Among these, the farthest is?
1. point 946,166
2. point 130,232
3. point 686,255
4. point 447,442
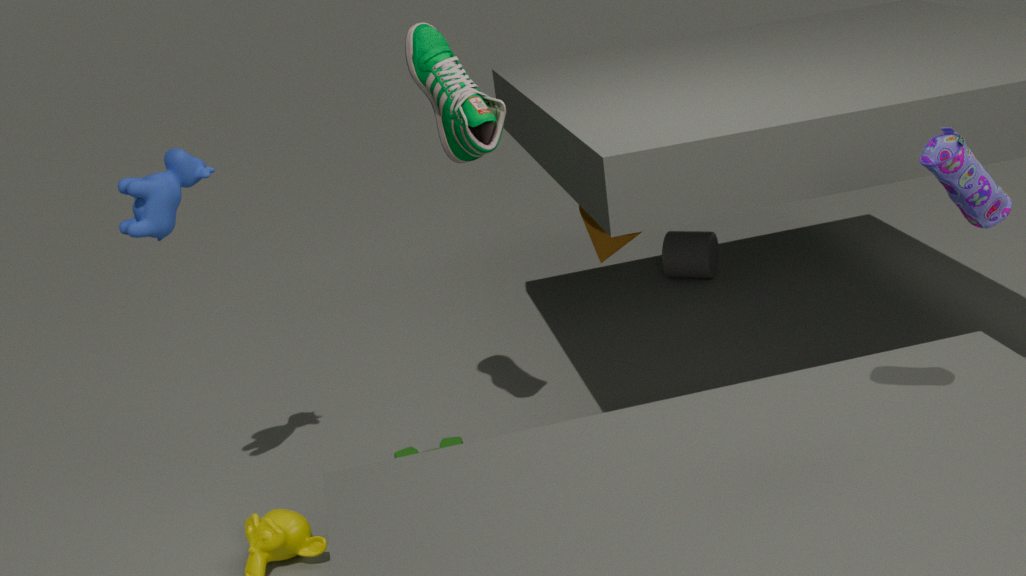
point 686,255
